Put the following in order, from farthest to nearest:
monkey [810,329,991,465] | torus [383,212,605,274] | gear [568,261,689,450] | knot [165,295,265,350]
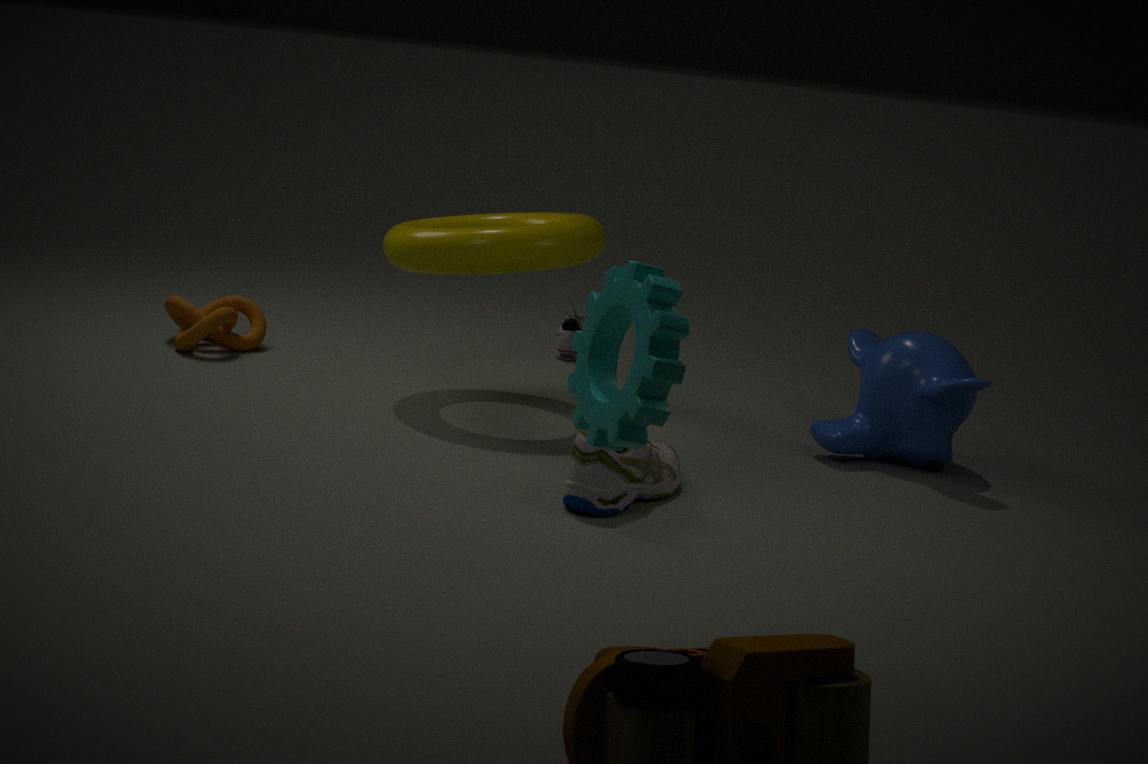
knot [165,295,265,350]
monkey [810,329,991,465]
torus [383,212,605,274]
gear [568,261,689,450]
